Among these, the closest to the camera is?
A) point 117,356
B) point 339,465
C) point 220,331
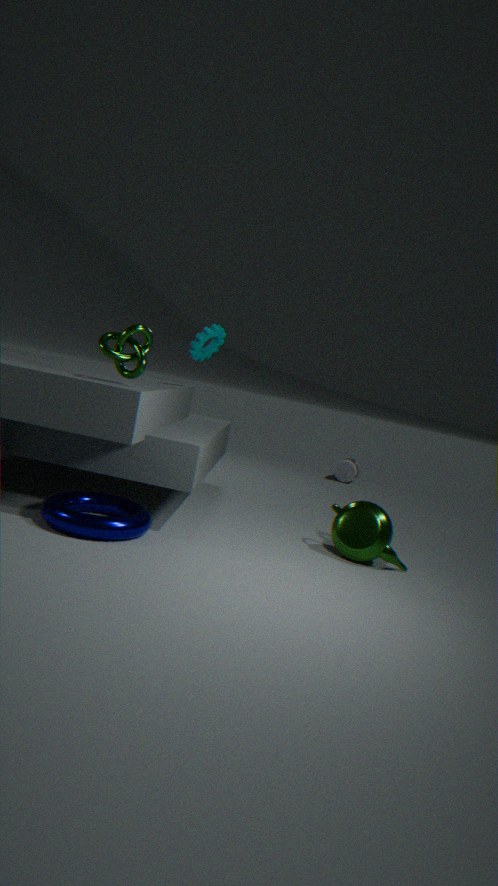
point 117,356
